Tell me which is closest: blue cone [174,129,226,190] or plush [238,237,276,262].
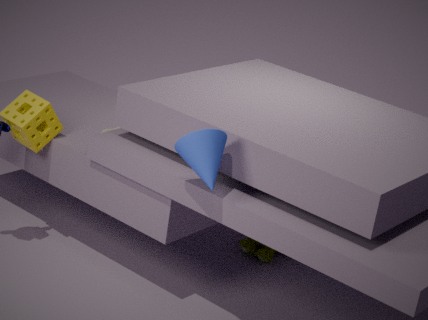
blue cone [174,129,226,190]
